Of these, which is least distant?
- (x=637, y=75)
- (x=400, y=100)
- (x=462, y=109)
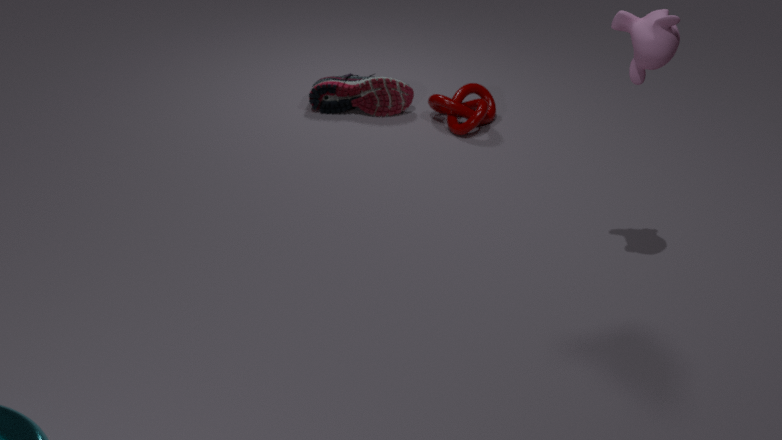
(x=637, y=75)
